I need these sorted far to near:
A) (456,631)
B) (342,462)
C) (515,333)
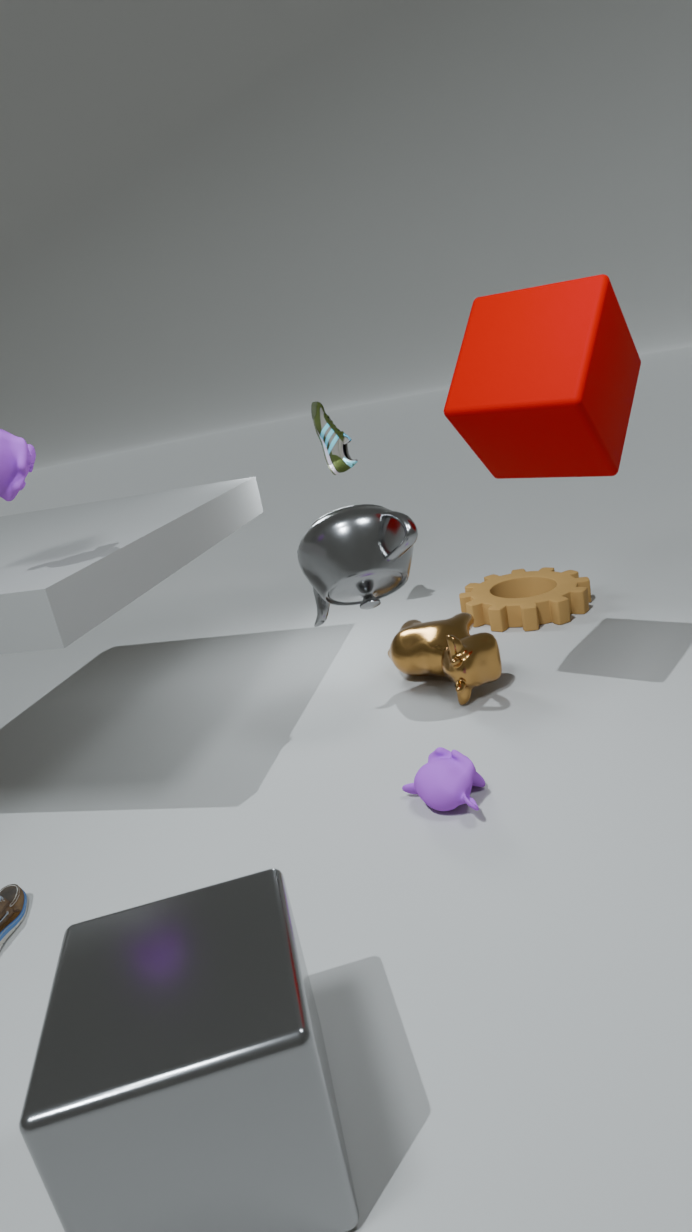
B. (342,462), A. (456,631), C. (515,333)
